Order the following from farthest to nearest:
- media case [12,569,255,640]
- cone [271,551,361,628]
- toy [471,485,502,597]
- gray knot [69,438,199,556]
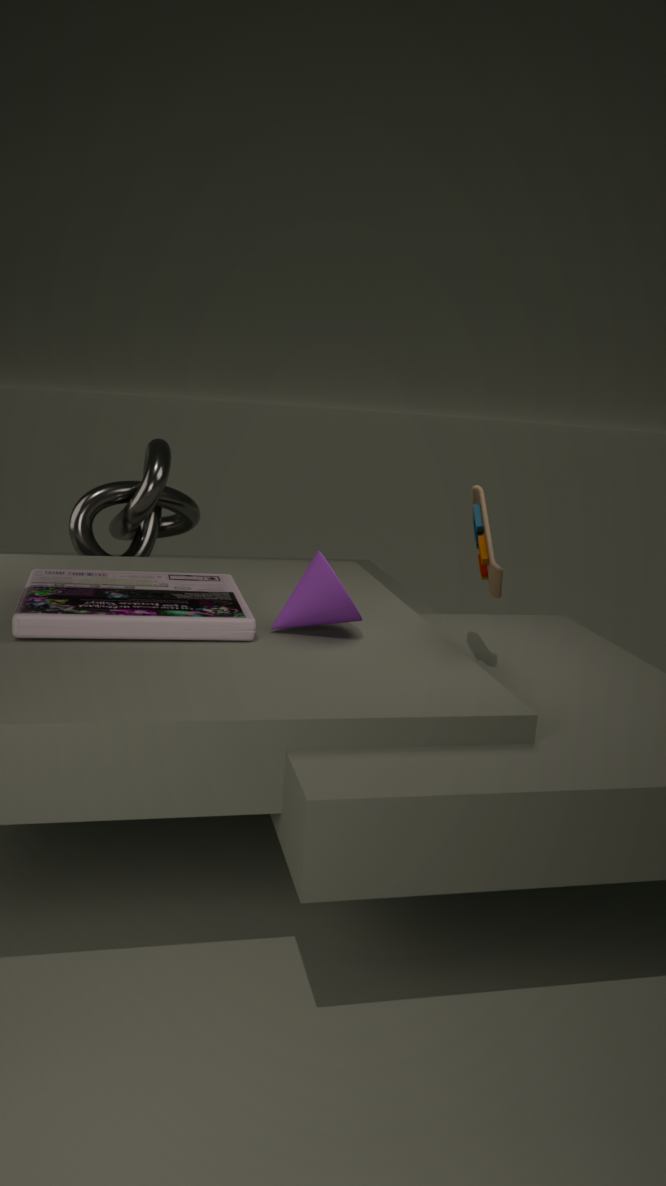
1. gray knot [69,438,199,556]
2. cone [271,551,361,628]
3. toy [471,485,502,597]
4. media case [12,569,255,640]
